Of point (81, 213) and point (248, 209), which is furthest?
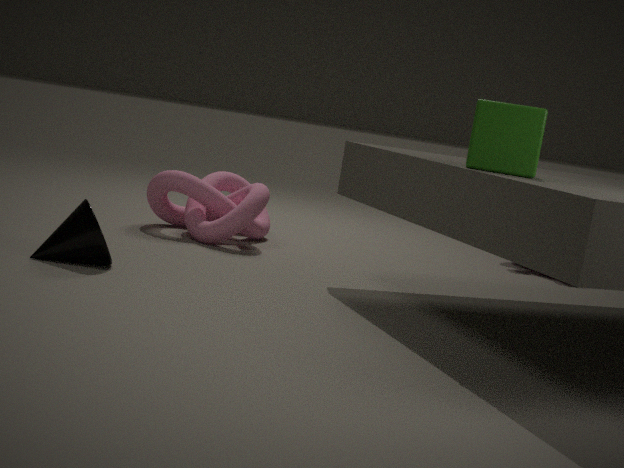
point (248, 209)
